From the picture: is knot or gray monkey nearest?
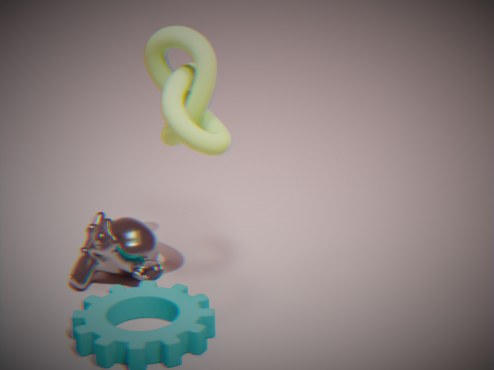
knot
